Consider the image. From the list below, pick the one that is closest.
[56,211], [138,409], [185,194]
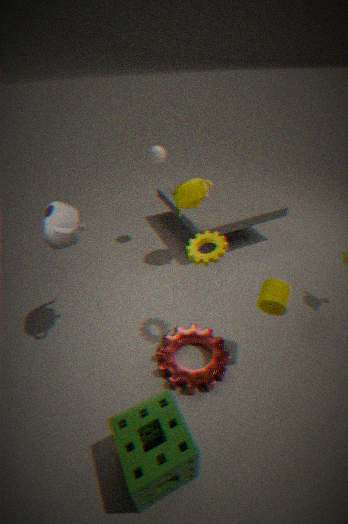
[138,409]
